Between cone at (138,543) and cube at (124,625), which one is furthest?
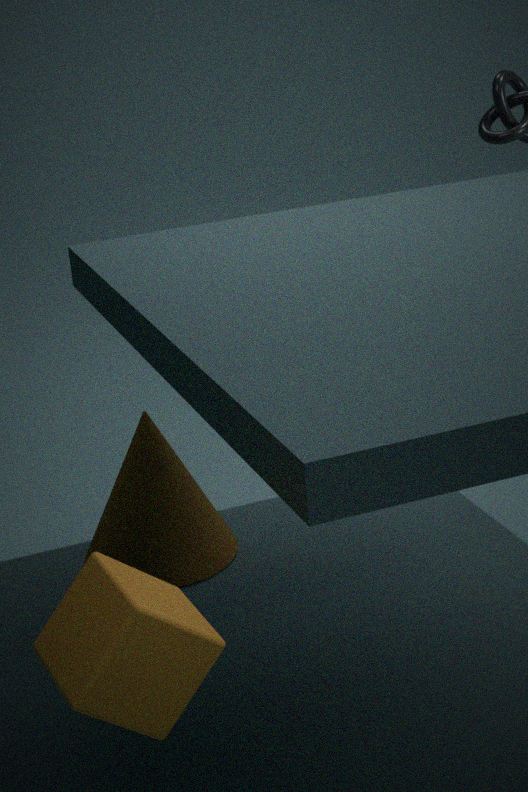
cone at (138,543)
